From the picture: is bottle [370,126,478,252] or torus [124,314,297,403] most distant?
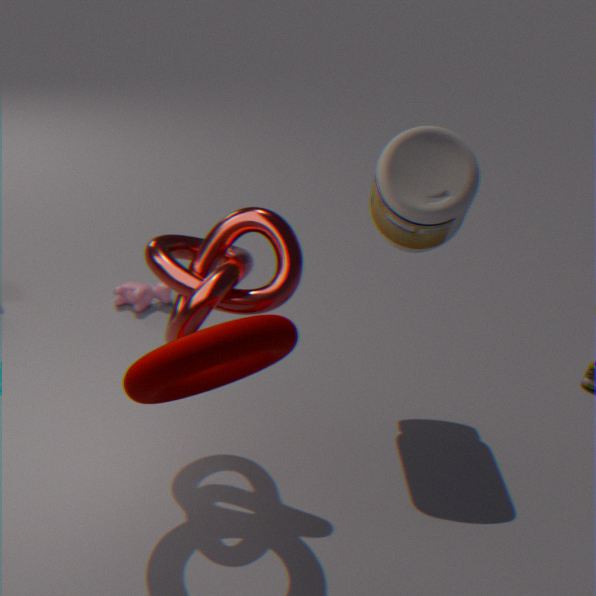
bottle [370,126,478,252]
